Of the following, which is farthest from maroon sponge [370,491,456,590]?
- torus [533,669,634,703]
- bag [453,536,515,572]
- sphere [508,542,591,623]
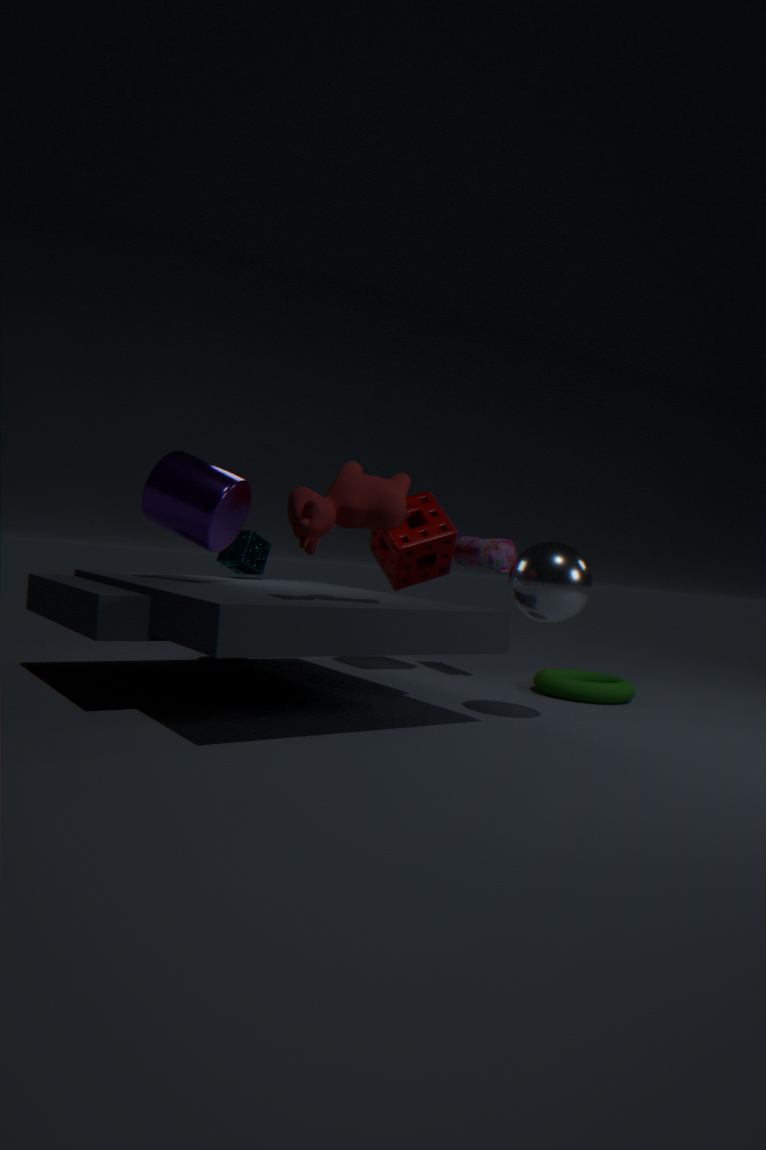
sphere [508,542,591,623]
